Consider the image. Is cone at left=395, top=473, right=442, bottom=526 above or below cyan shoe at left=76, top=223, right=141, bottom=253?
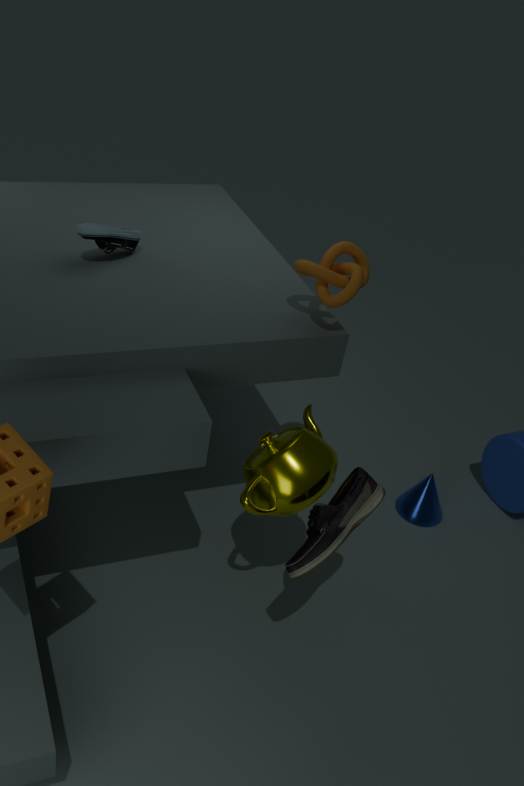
below
